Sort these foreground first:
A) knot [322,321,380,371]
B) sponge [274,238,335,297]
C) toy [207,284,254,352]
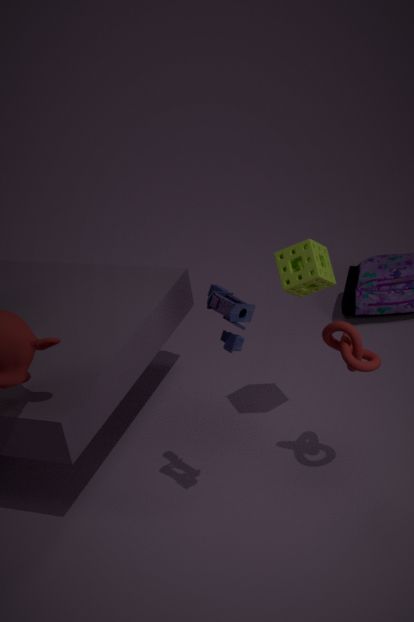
toy [207,284,254,352] < knot [322,321,380,371] < sponge [274,238,335,297]
